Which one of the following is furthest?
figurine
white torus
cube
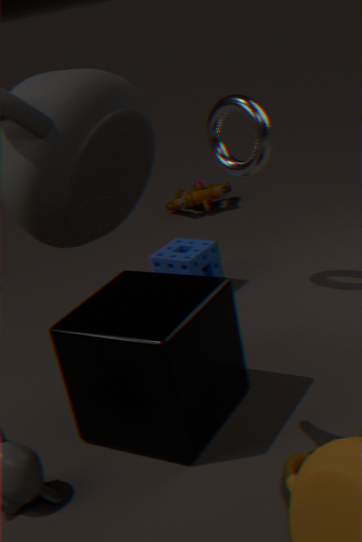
figurine
